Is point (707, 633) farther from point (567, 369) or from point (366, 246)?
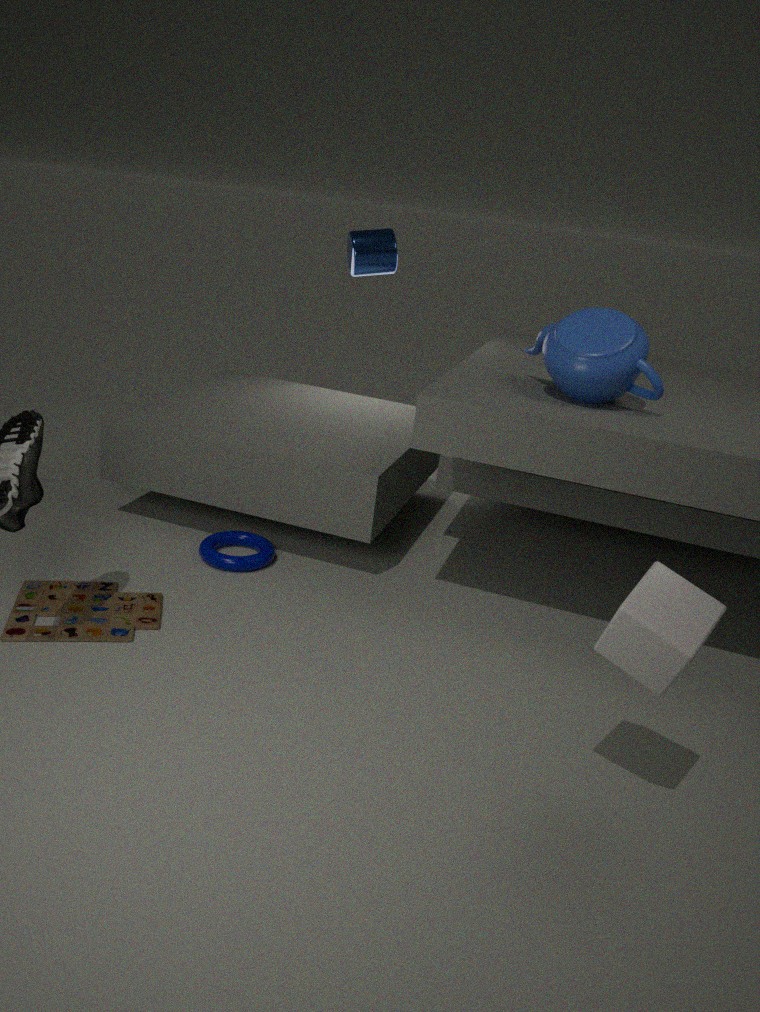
point (366, 246)
